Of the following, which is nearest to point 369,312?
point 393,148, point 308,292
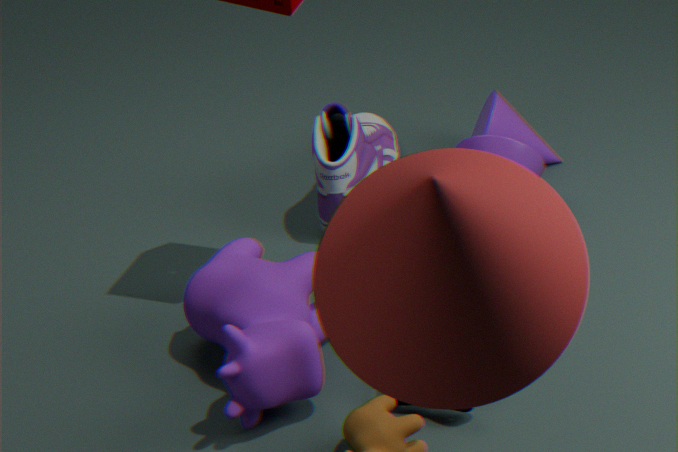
point 308,292
